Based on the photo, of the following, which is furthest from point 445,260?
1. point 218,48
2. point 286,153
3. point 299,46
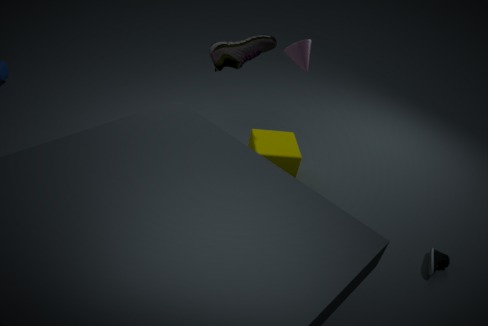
point 218,48
